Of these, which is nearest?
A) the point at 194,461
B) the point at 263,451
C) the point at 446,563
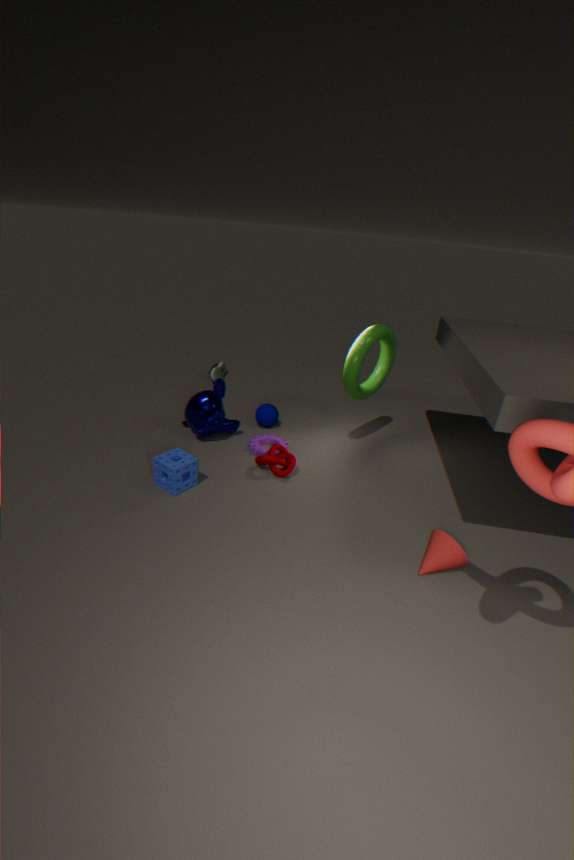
the point at 446,563
